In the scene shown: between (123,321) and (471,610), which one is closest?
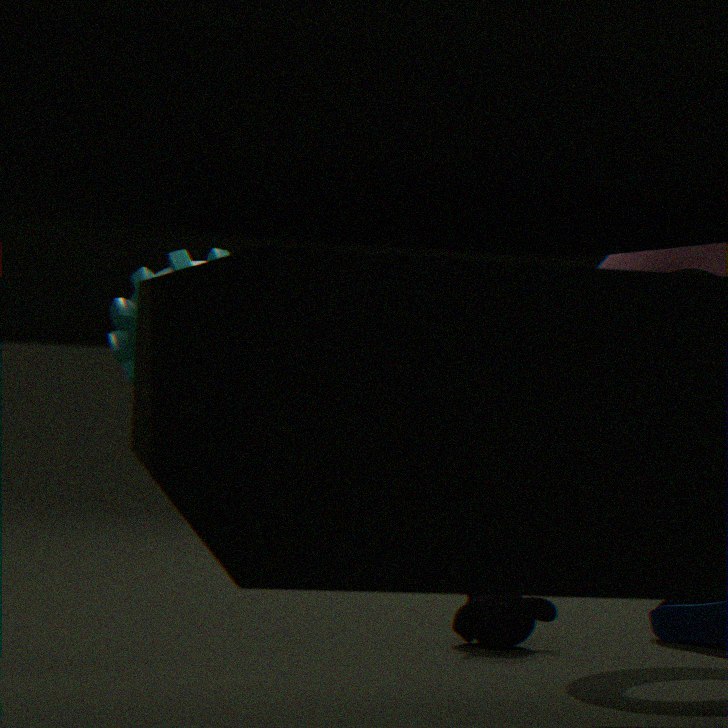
(123,321)
